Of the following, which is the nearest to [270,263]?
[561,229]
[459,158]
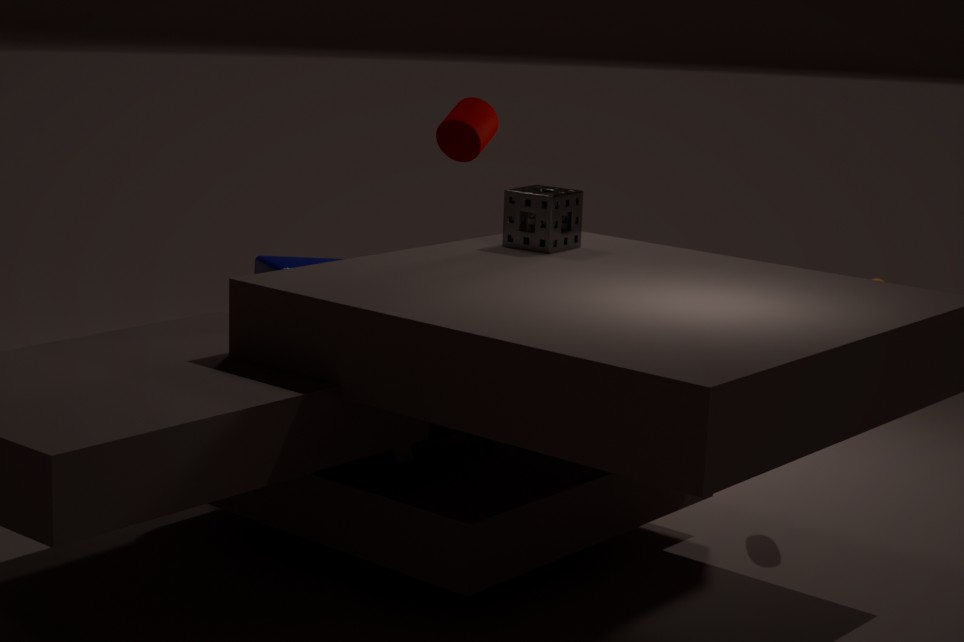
[561,229]
